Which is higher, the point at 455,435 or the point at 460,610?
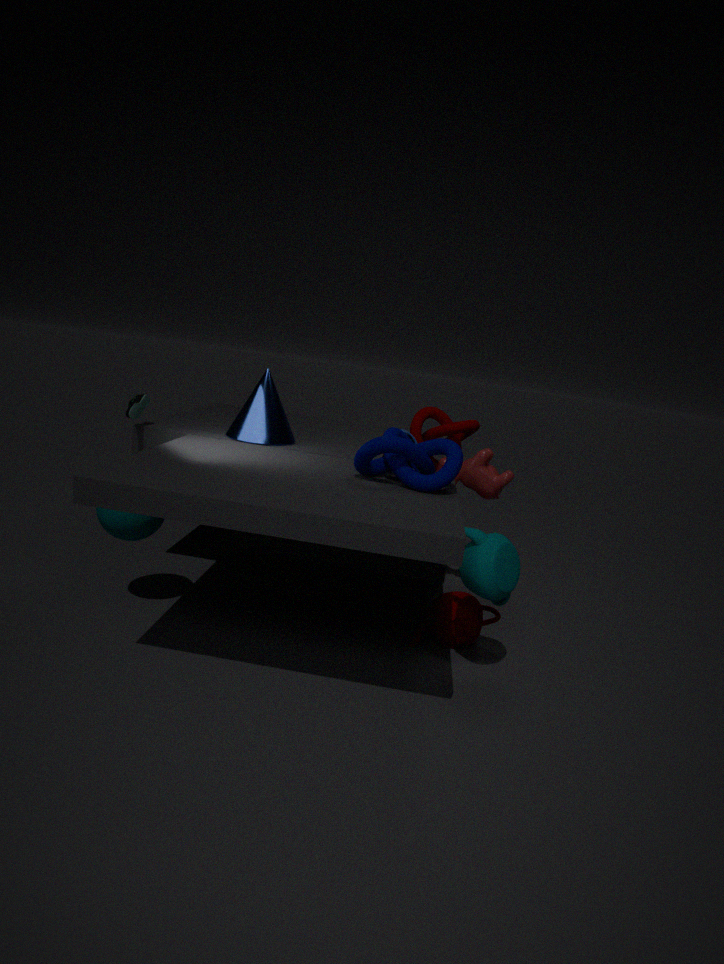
the point at 455,435
